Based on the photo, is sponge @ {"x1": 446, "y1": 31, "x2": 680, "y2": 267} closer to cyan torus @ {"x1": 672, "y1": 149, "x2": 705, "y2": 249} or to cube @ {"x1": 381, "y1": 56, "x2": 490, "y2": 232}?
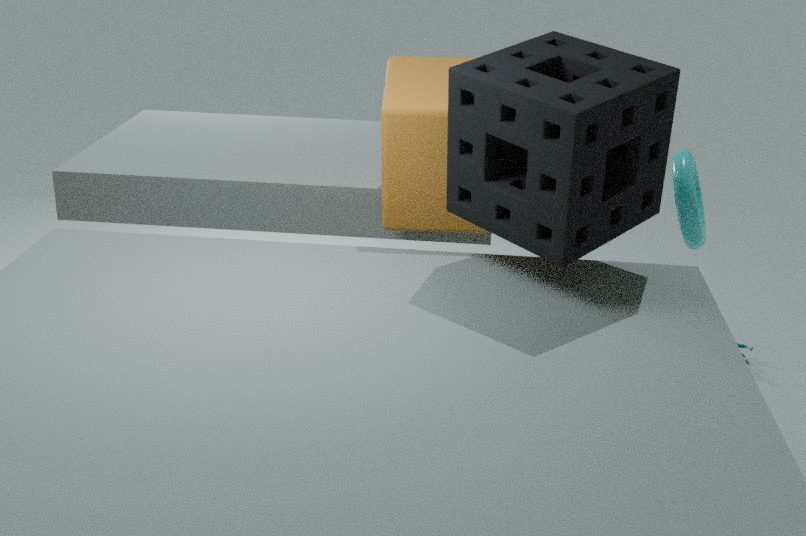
cube @ {"x1": 381, "y1": 56, "x2": 490, "y2": 232}
